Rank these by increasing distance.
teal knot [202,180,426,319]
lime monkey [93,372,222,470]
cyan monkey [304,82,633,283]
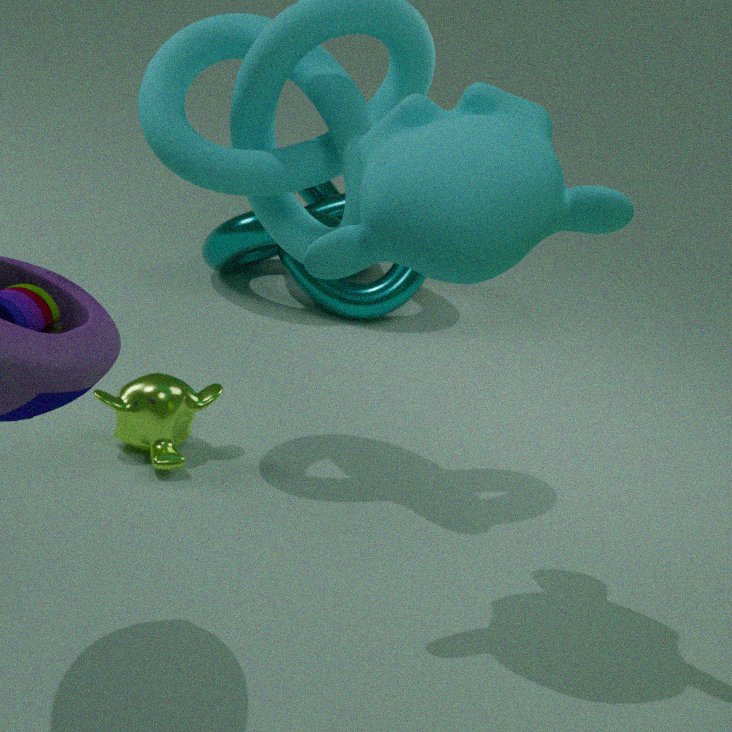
cyan monkey [304,82,633,283] → lime monkey [93,372,222,470] → teal knot [202,180,426,319]
